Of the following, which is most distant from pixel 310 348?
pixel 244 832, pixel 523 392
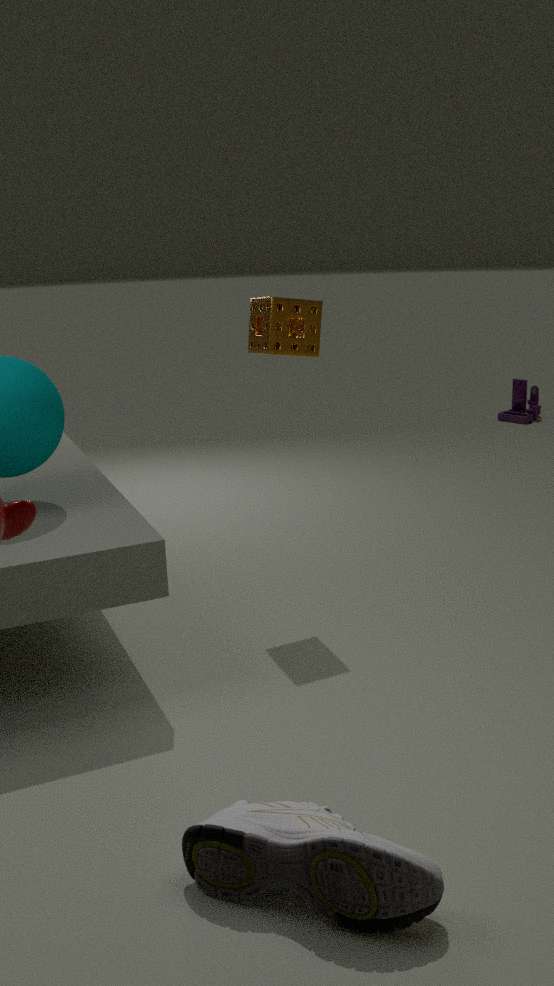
pixel 523 392
